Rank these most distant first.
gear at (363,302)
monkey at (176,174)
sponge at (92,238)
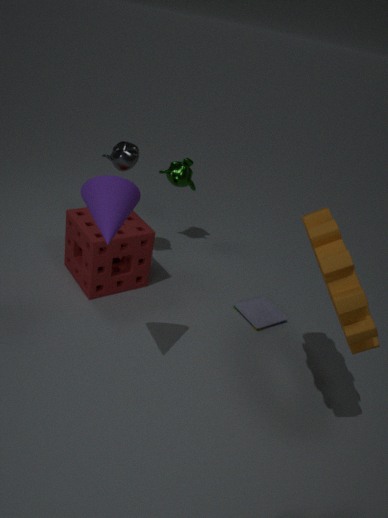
monkey at (176,174)
sponge at (92,238)
gear at (363,302)
